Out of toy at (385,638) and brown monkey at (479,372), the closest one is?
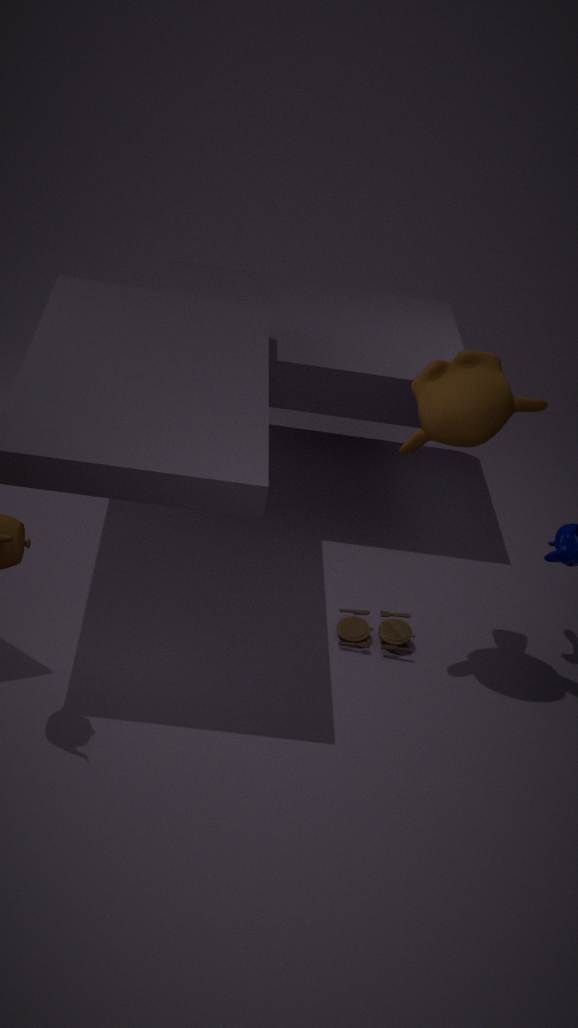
brown monkey at (479,372)
